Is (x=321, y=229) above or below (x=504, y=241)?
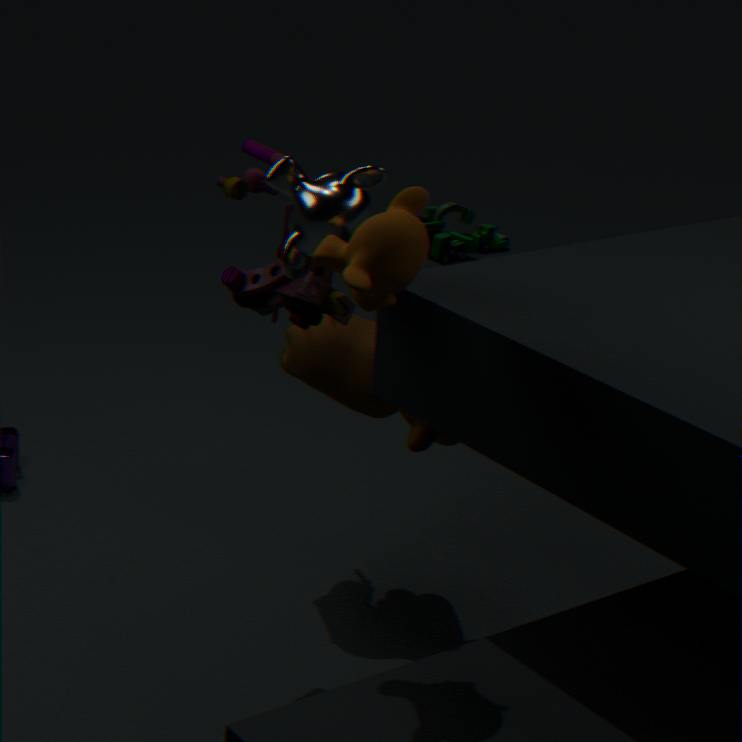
above
